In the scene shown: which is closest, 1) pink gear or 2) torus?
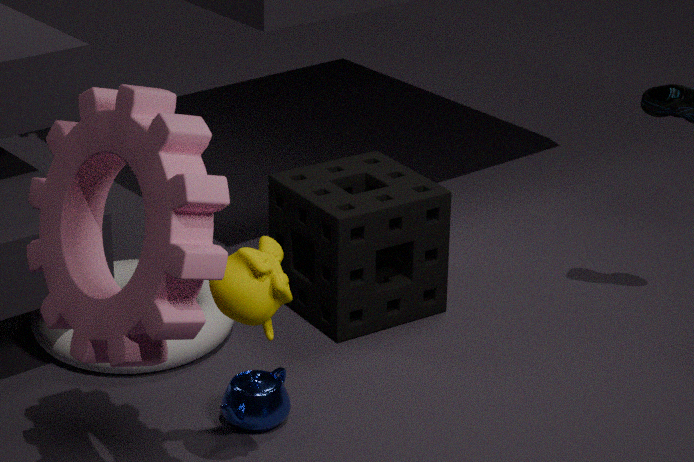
1. pink gear
